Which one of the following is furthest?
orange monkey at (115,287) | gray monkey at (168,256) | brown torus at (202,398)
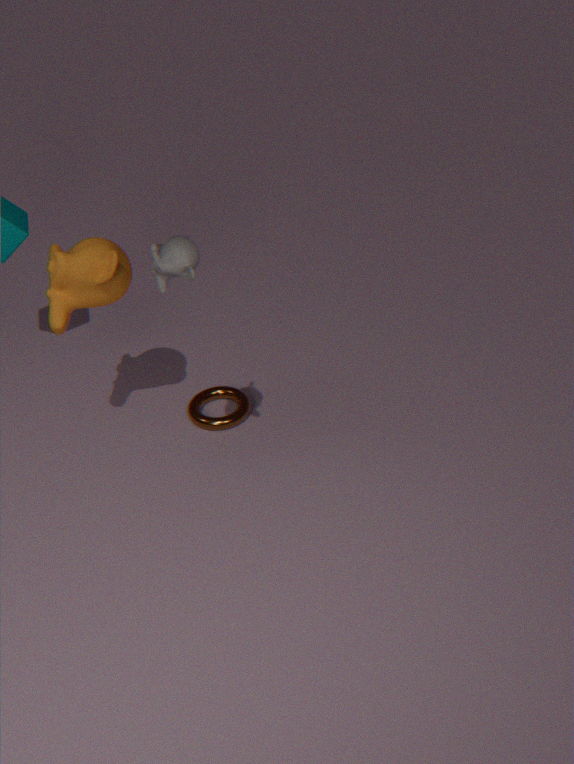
brown torus at (202,398)
